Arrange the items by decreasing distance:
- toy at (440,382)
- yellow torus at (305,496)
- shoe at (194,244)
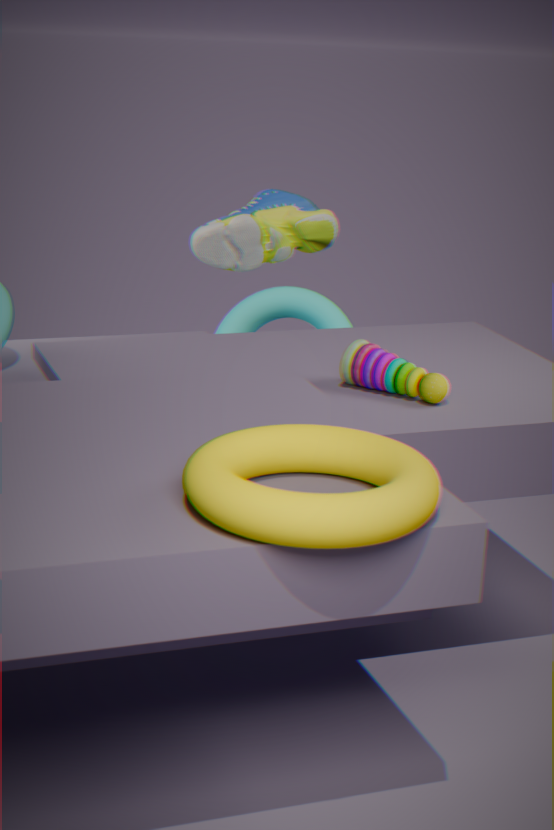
shoe at (194,244) < toy at (440,382) < yellow torus at (305,496)
